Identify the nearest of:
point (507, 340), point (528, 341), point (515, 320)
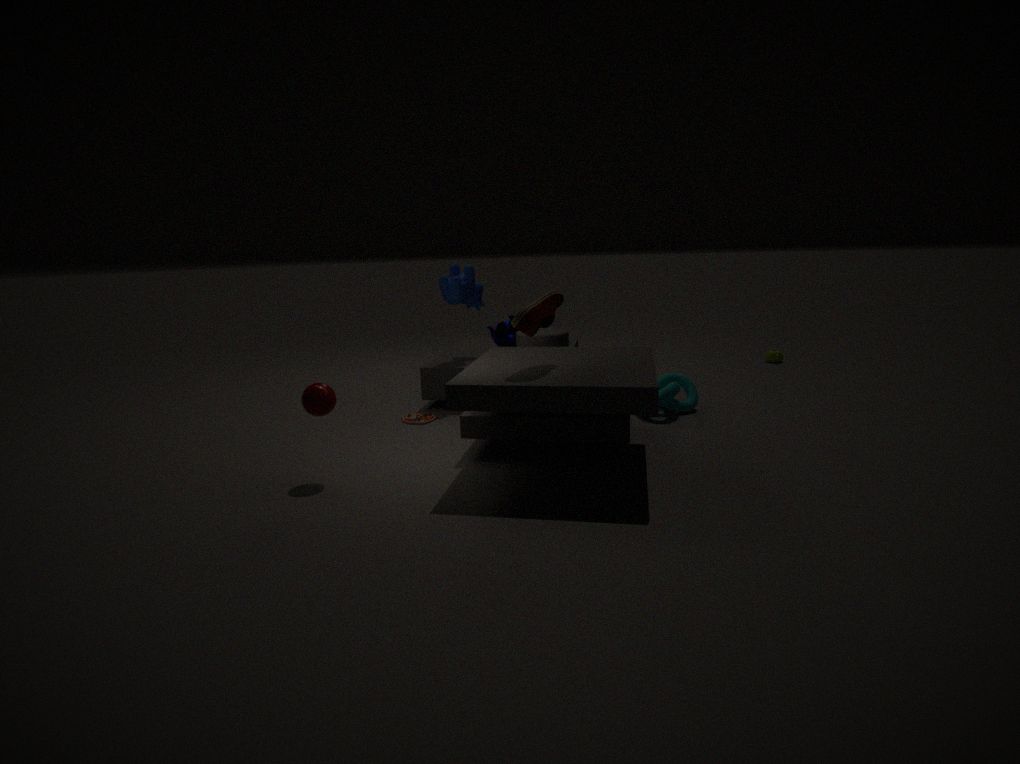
point (515, 320)
